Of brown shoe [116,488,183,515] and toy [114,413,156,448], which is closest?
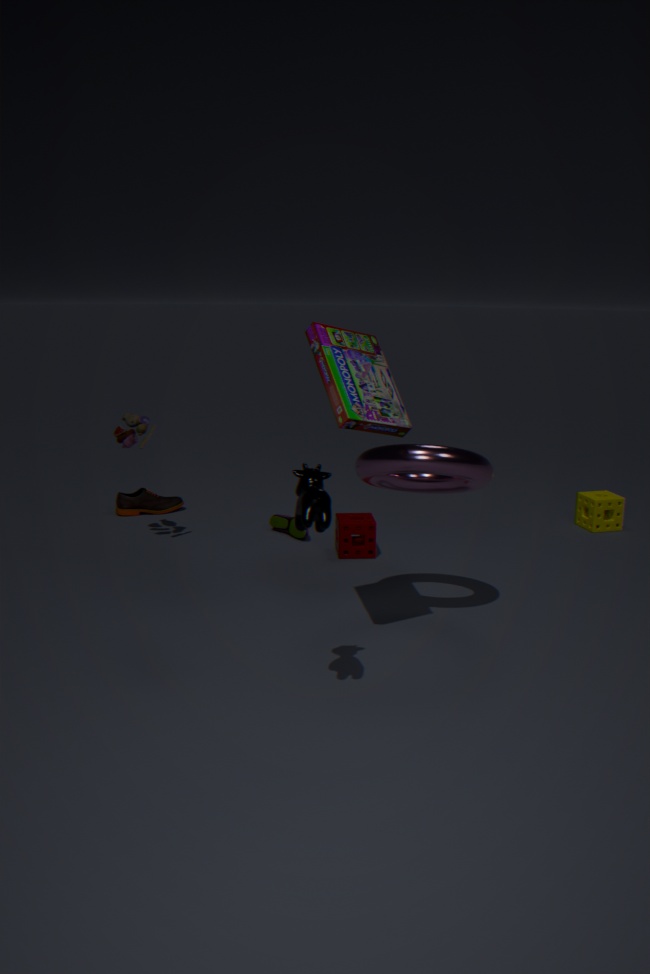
toy [114,413,156,448]
